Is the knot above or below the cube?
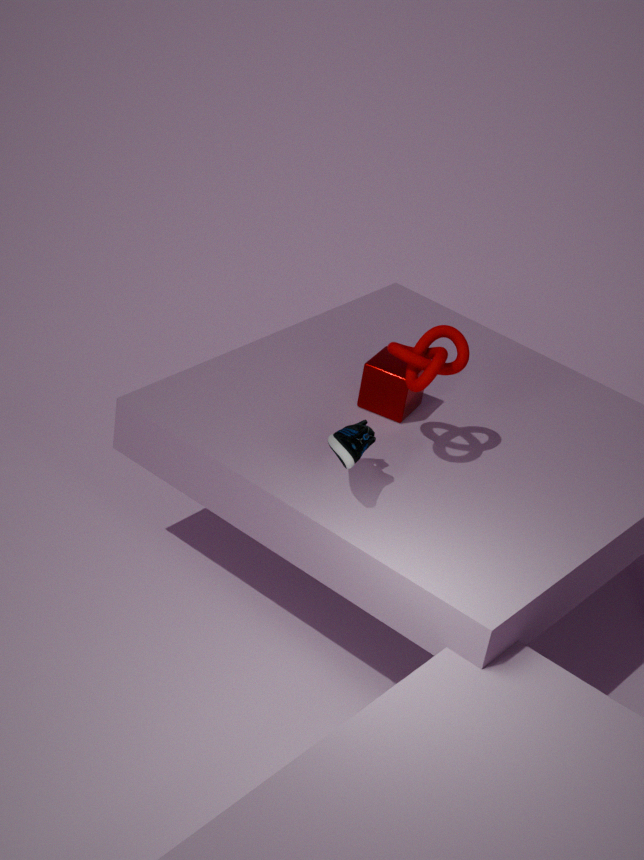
above
